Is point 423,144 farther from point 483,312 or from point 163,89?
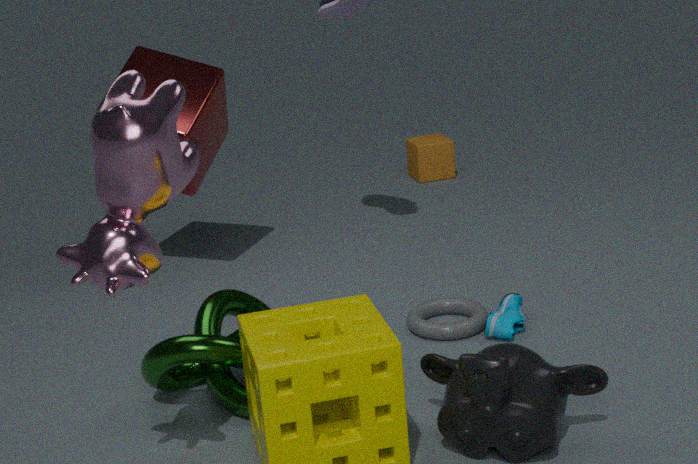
point 163,89
